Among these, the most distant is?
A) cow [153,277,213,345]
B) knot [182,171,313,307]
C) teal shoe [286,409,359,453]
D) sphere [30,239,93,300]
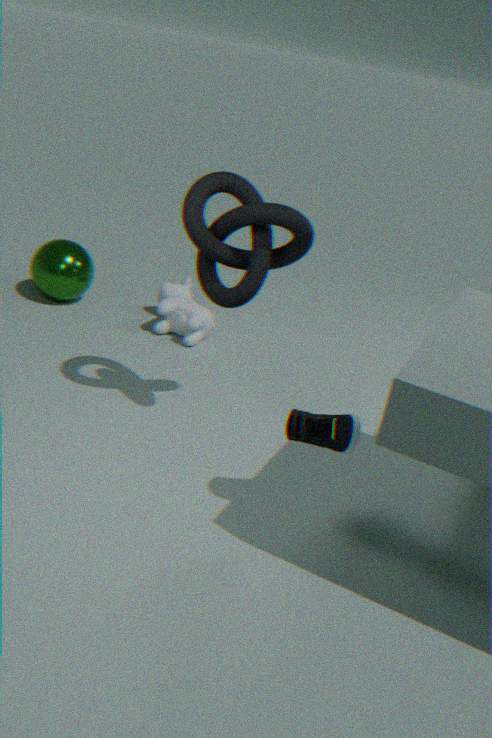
sphere [30,239,93,300]
